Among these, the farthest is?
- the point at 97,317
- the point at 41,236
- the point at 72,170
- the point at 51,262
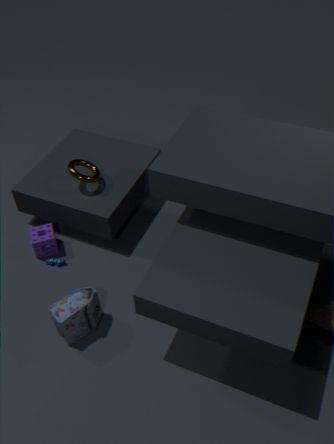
the point at 51,262
